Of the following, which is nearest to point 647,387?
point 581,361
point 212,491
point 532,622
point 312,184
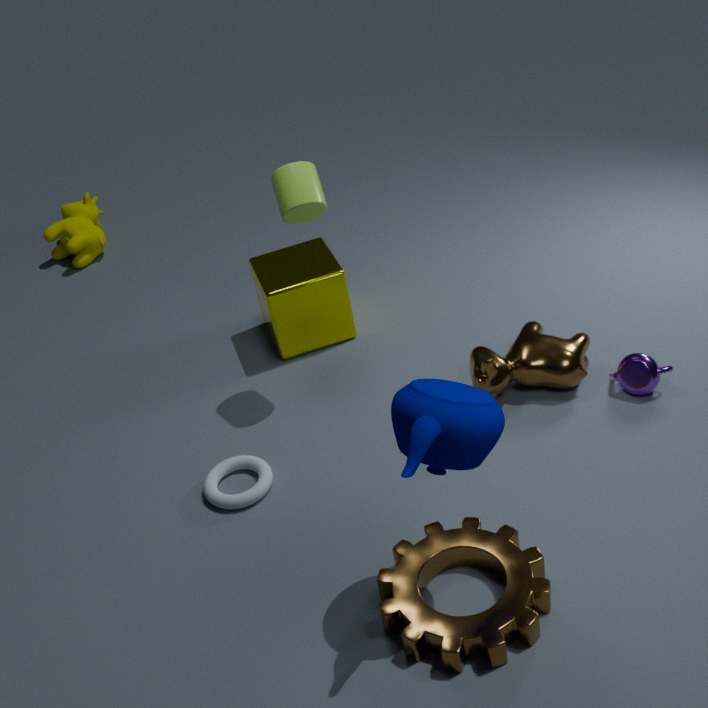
point 581,361
